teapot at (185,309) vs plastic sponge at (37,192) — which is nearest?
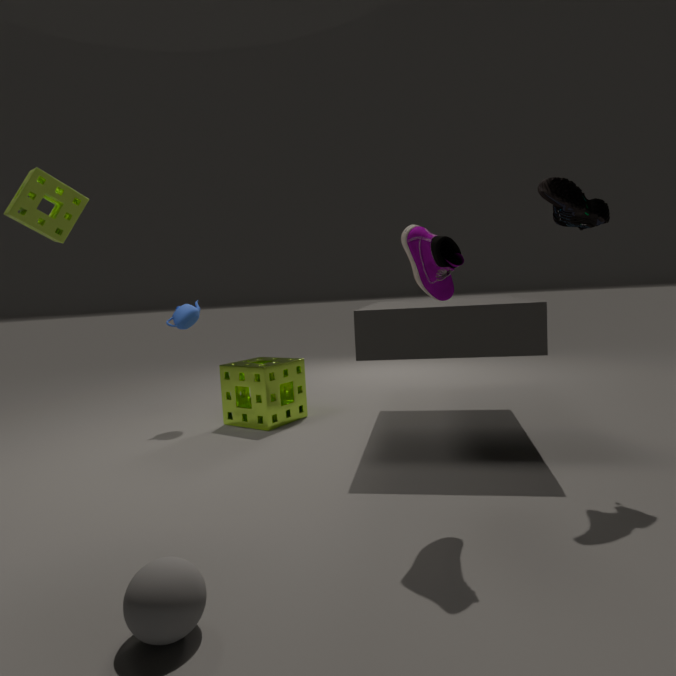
plastic sponge at (37,192)
